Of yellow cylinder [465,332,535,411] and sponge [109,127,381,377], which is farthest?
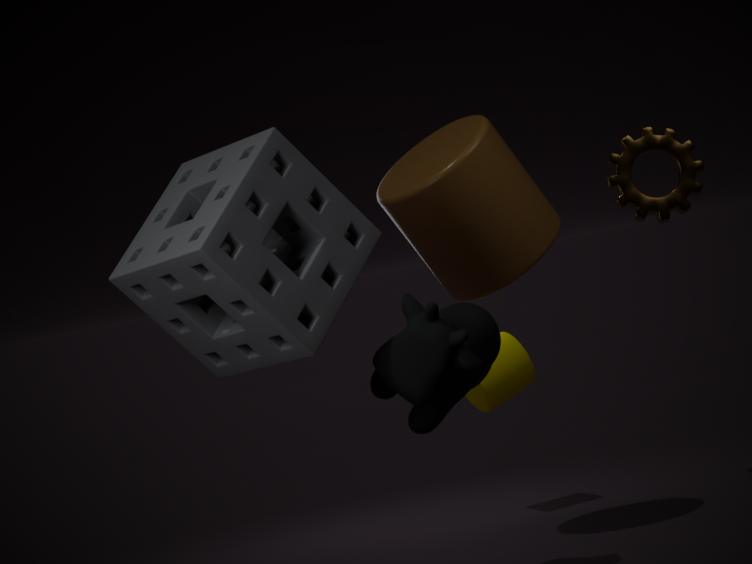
yellow cylinder [465,332,535,411]
